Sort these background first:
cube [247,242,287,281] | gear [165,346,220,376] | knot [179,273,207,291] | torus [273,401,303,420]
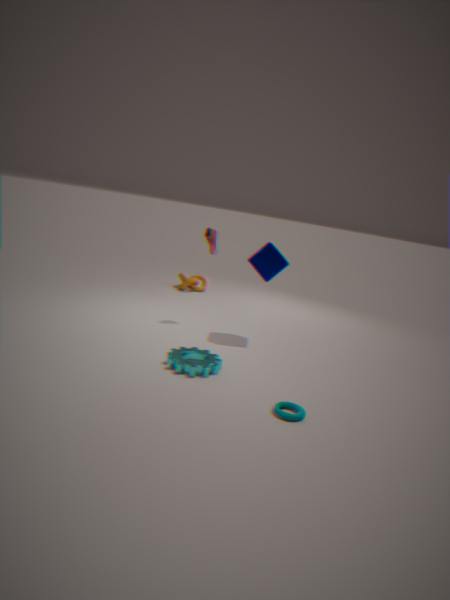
knot [179,273,207,291], cube [247,242,287,281], gear [165,346,220,376], torus [273,401,303,420]
